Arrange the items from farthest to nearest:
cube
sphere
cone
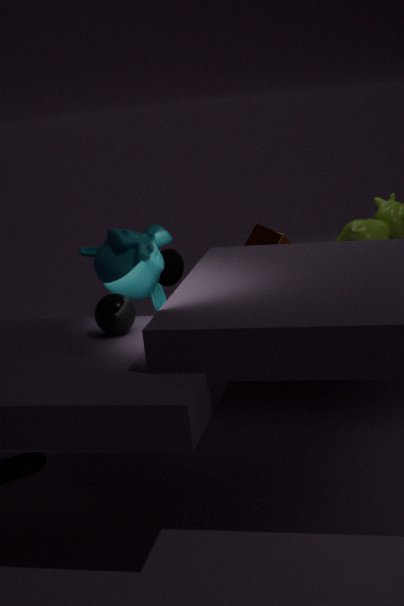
cone
cube
sphere
